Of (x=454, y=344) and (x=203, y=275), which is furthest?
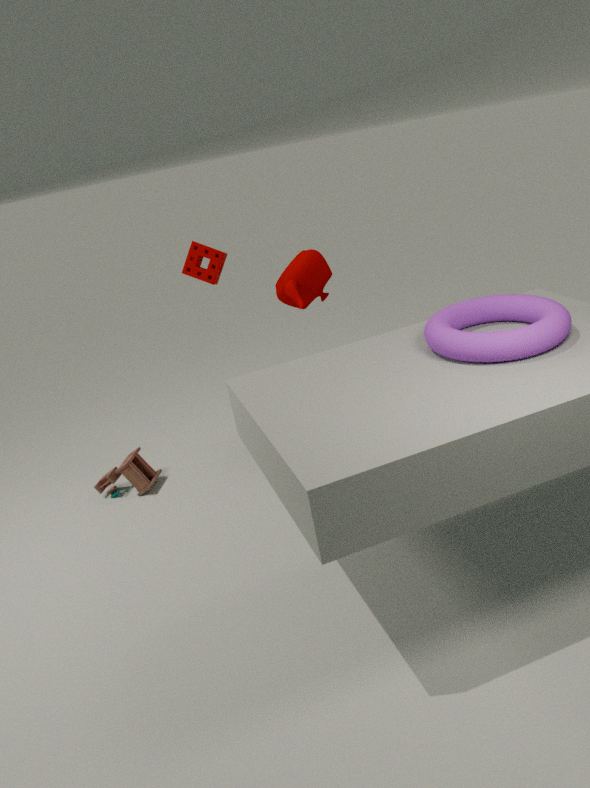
(x=203, y=275)
